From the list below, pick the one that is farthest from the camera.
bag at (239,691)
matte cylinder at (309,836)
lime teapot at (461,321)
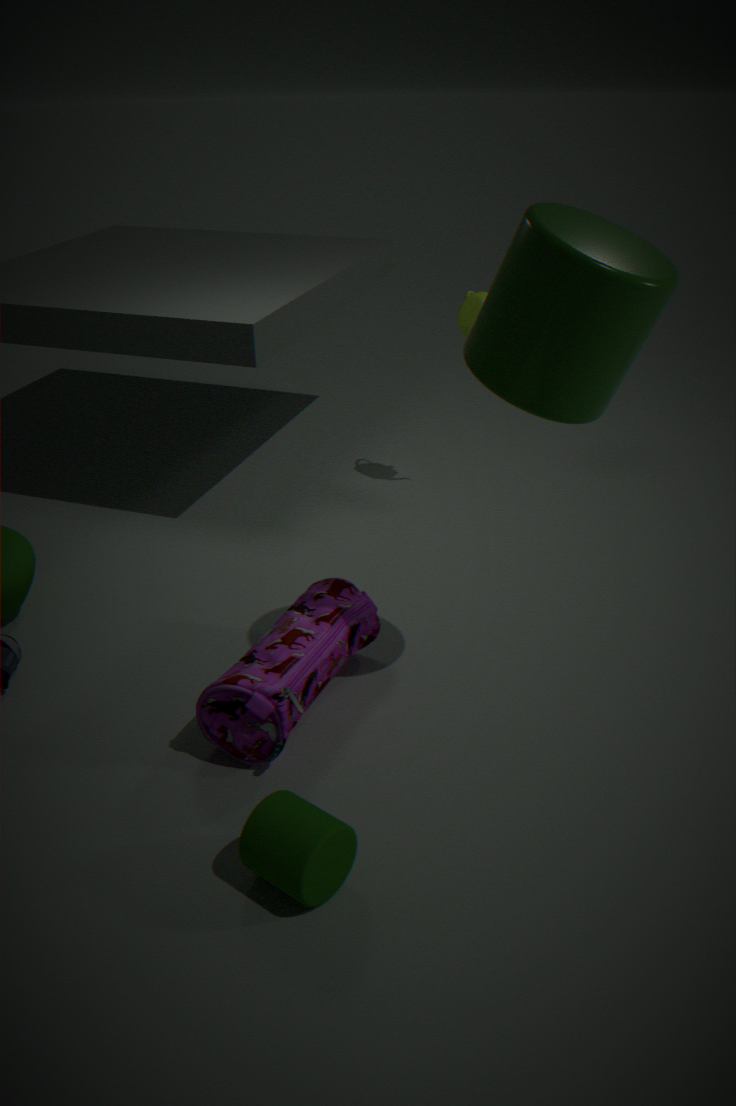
lime teapot at (461,321)
